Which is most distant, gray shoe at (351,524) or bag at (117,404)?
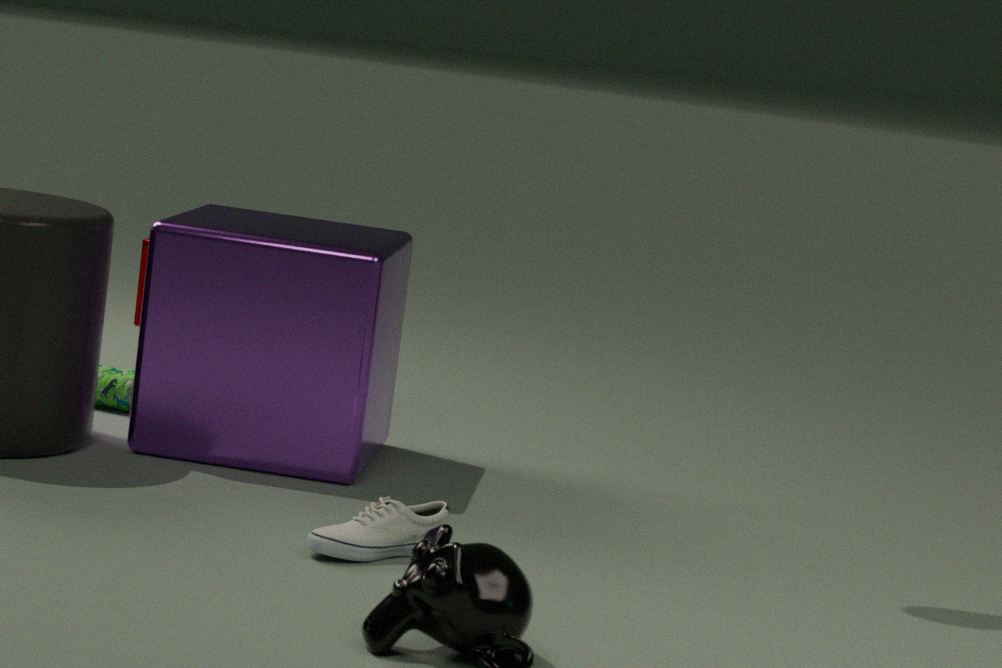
bag at (117,404)
